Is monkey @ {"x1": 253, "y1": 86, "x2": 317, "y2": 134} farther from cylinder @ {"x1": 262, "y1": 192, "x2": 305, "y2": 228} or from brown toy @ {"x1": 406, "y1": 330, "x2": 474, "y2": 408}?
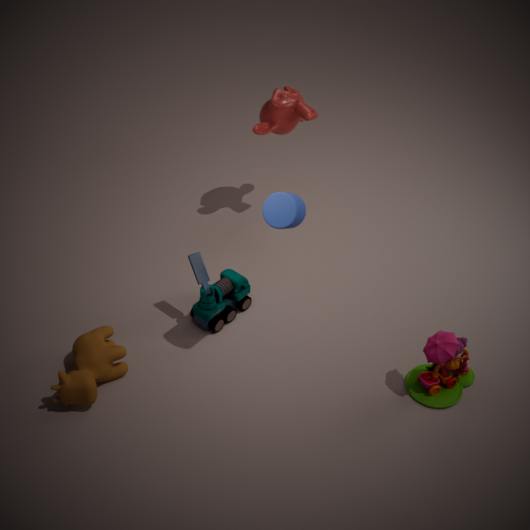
brown toy @ {"x1": 406, "y1": 330, "x2": 474, "y2": 408}
